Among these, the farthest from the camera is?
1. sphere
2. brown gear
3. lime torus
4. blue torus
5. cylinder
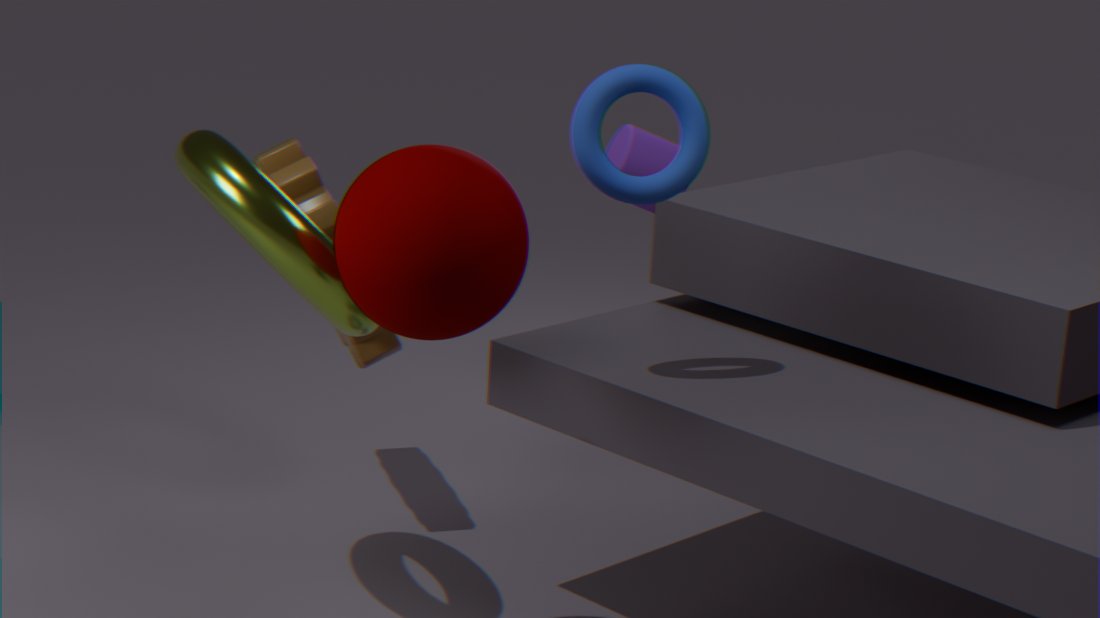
cylinder
